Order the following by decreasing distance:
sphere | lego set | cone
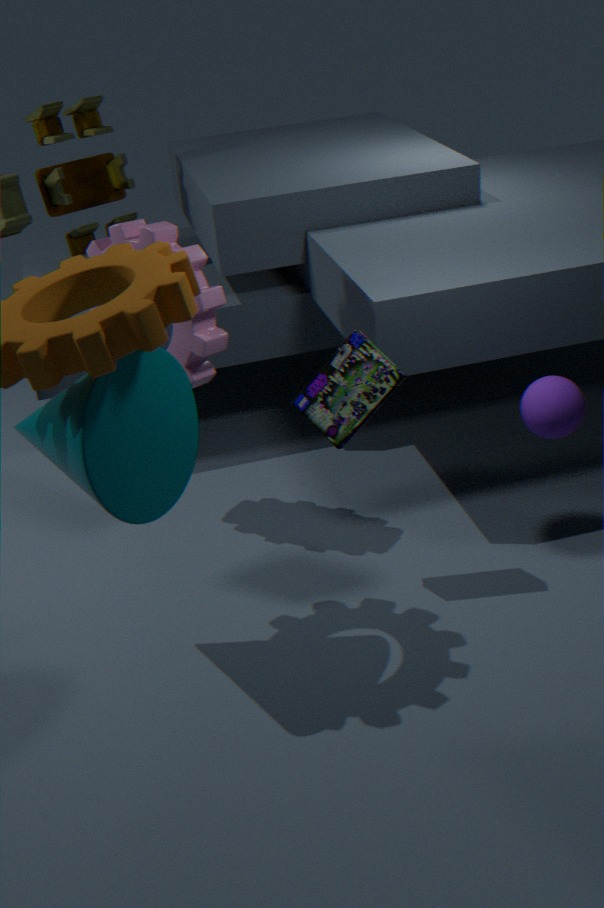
1. sphere
2. lego set
3. cone
